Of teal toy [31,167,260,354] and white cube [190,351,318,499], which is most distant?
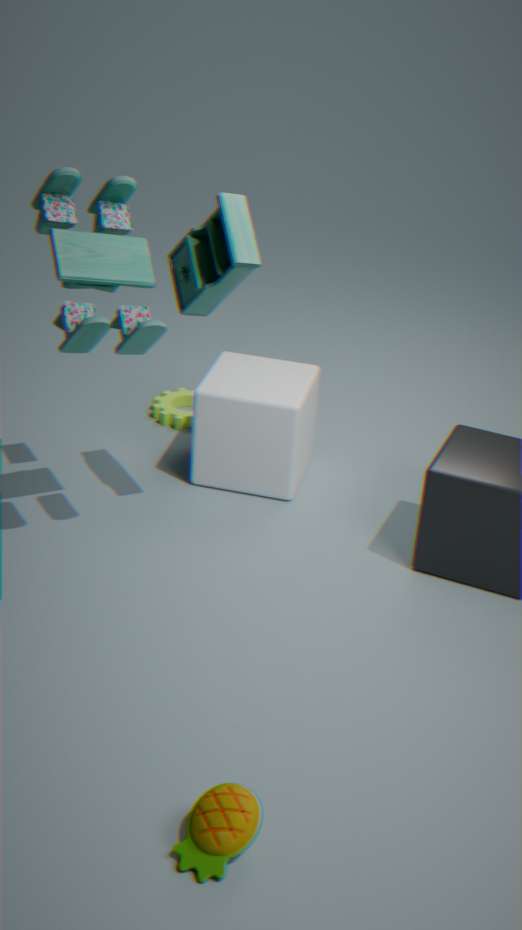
white cube [190,351,318,499]
